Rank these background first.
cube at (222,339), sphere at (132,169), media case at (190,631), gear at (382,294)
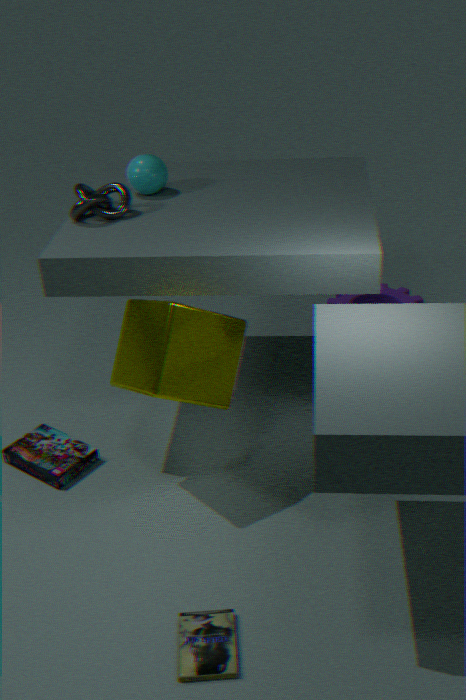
gear at (382,294) → sphere at (132,169) → cube at (222,339) → media case at (190,631)
